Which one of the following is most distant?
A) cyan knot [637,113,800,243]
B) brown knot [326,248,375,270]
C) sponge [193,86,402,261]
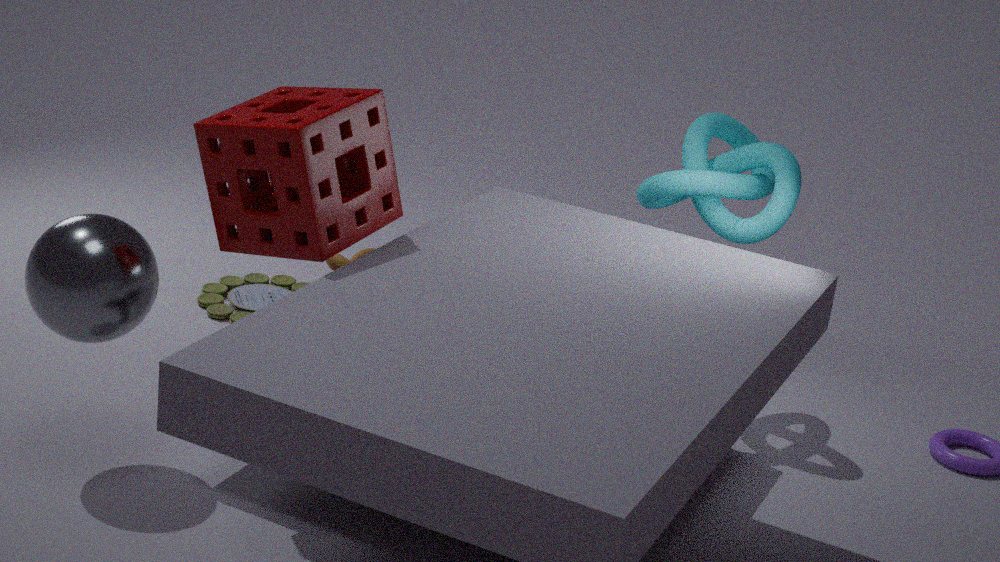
brown knot [326,248,375,270]
